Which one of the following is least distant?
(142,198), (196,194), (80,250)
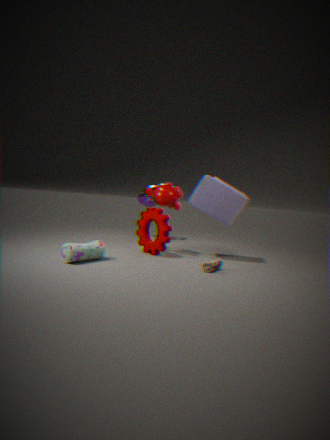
(80,250)
